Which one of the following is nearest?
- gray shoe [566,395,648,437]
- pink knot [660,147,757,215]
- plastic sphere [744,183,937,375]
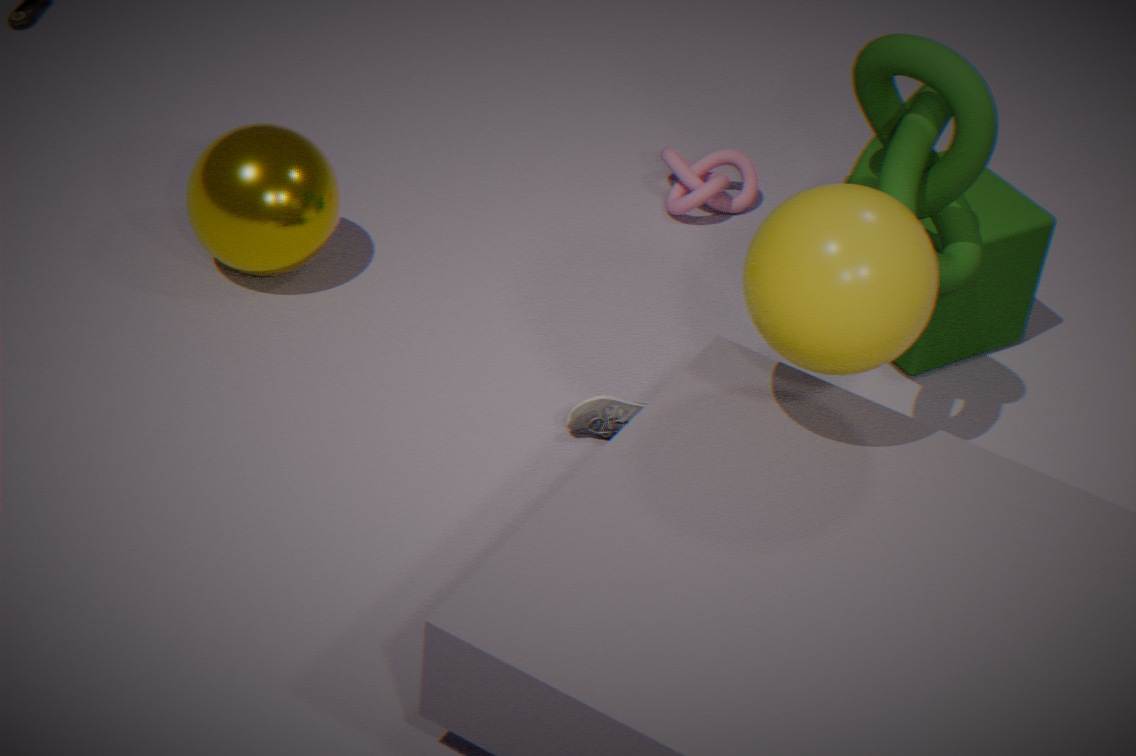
plastic sphere [744,183,937,375]
